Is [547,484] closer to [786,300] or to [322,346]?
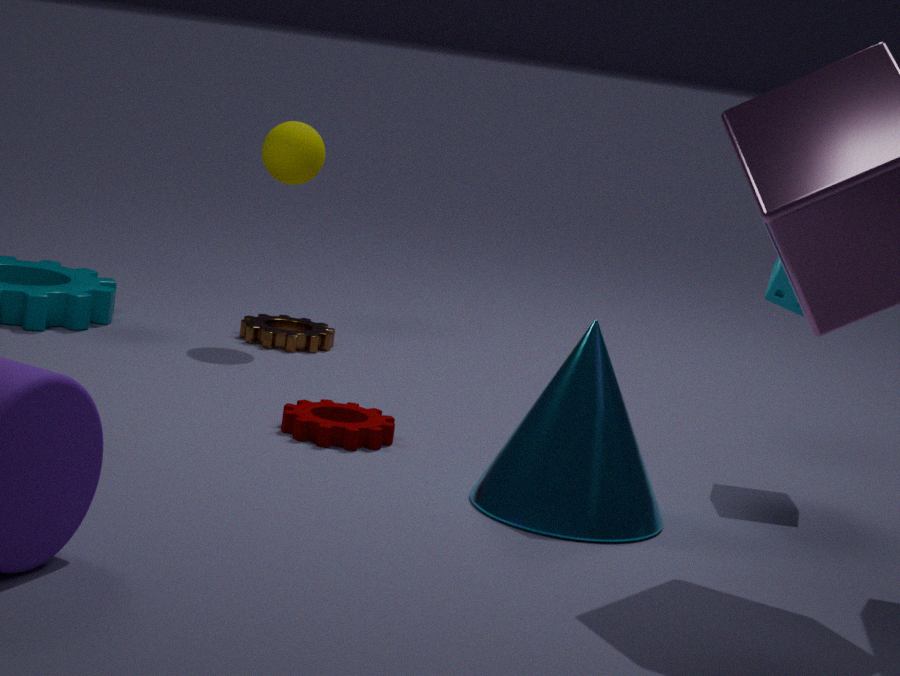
[786,300]
